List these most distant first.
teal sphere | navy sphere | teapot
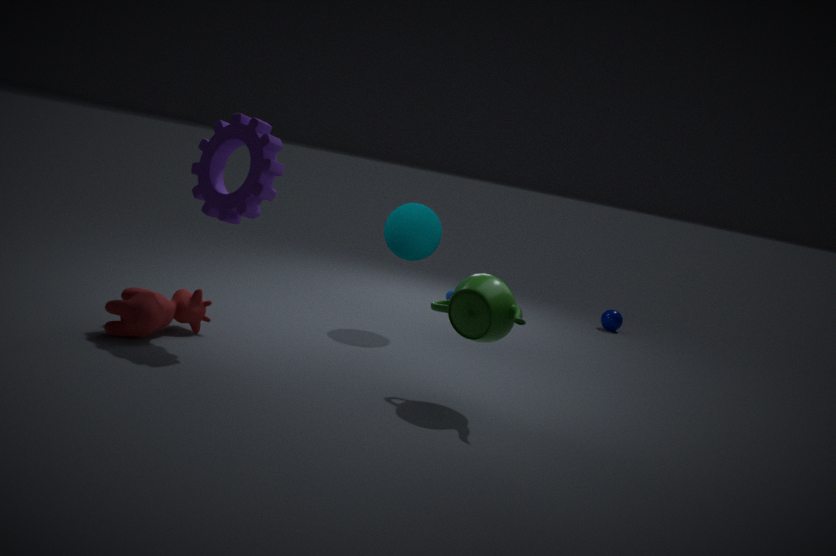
1. navy sphere
2. teal sphere
3. teapot
